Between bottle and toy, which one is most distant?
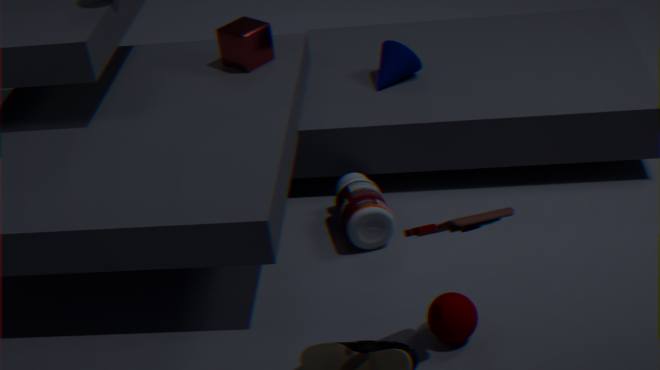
bottle
